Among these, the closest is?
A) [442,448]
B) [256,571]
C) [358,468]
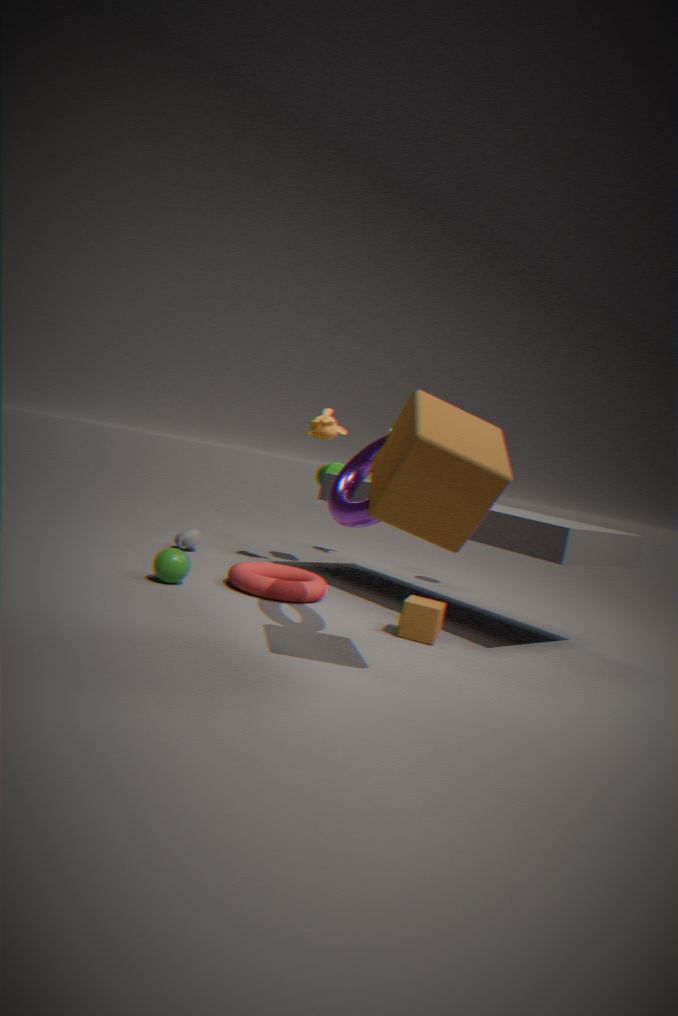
[442,448]
